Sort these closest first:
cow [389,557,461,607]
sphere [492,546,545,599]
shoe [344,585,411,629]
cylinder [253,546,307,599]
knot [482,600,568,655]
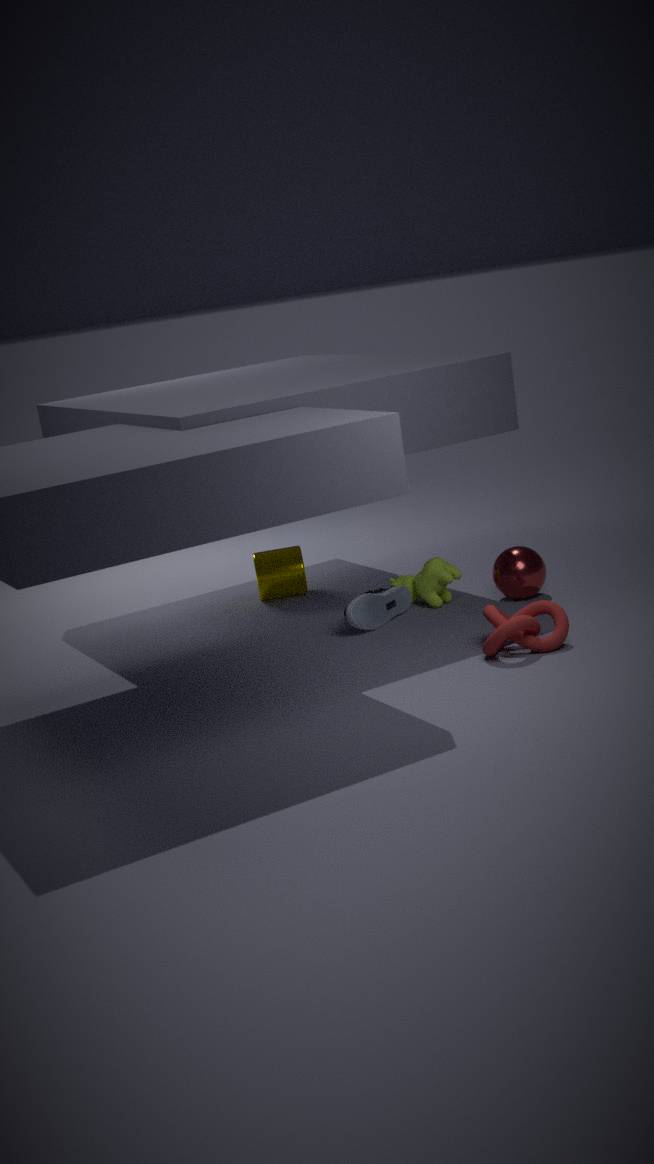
knot [482,600,568,655] < shoe [344,585,411,629] < sphere [492,546,545,599] < cow [389,557,461,607] < cylinder [253,546,307,599]
